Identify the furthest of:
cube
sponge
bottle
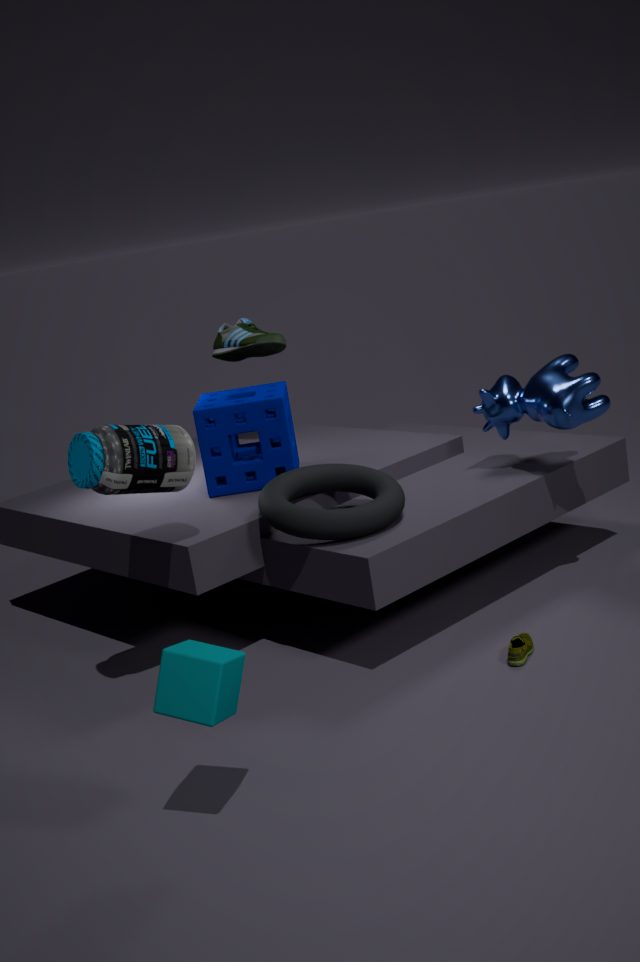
sponge
